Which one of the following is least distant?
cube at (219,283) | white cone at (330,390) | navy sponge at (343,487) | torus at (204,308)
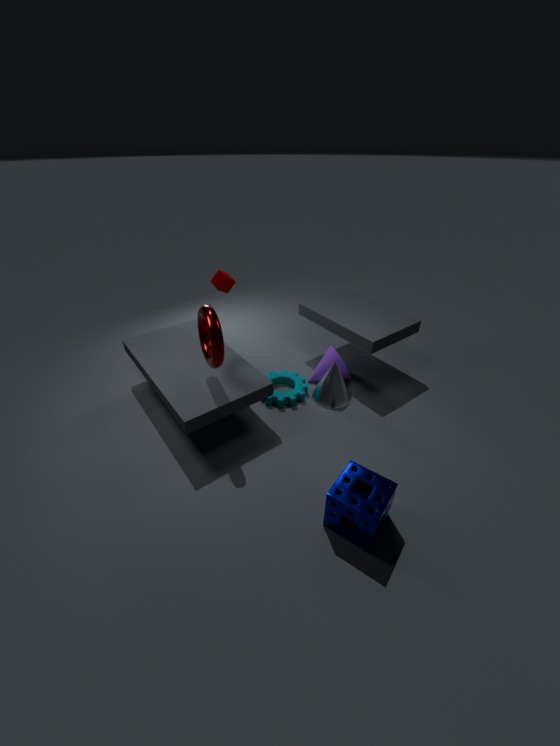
navy sponge at (343,487)
